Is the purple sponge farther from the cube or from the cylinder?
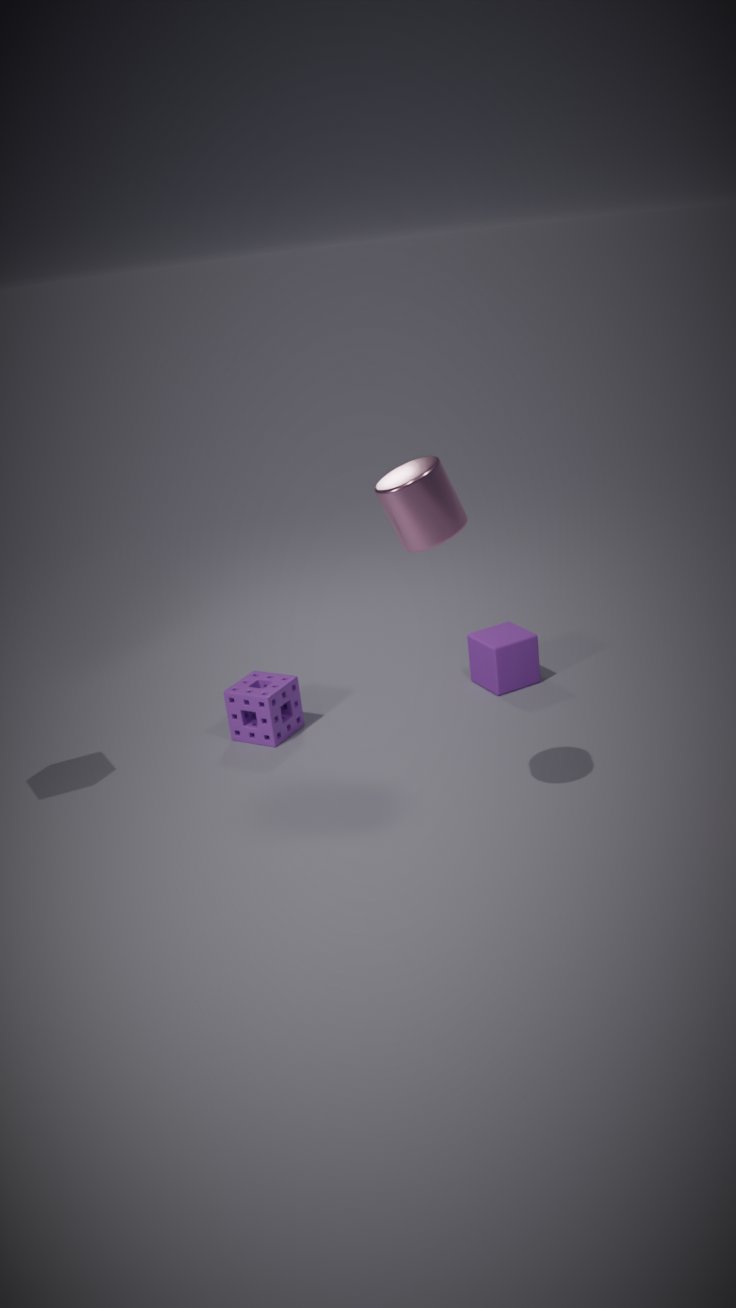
the cylinder
